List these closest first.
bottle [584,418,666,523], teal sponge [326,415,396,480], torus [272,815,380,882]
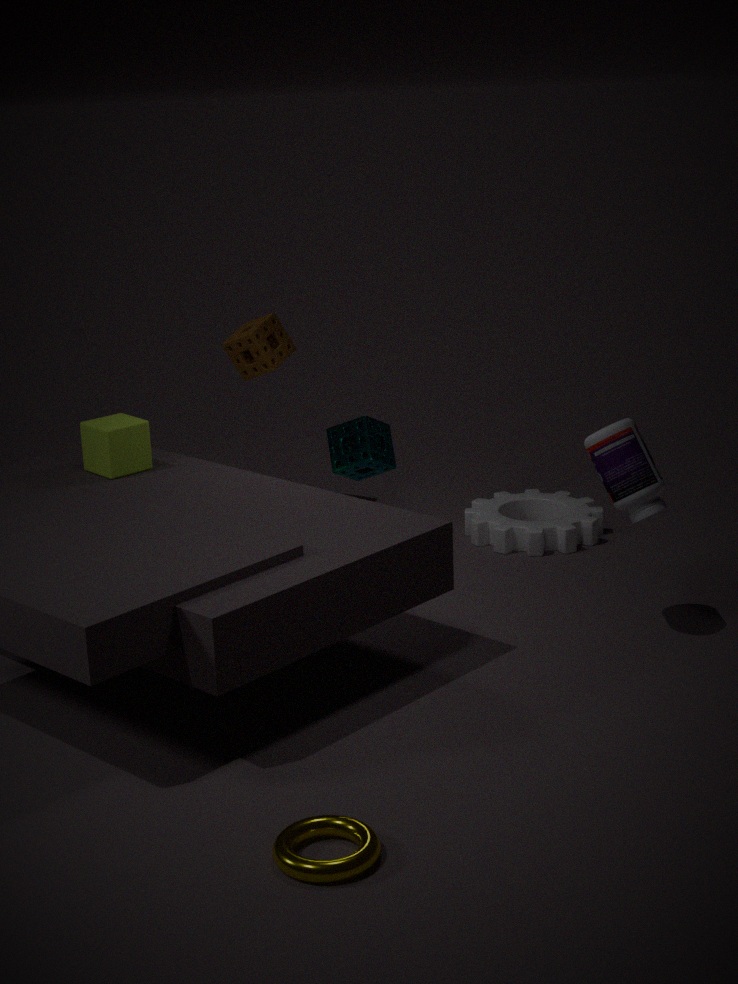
torus [272,815,380,882] → bottle [584,418,666,523] → teal sponge [326,415,396,480]
